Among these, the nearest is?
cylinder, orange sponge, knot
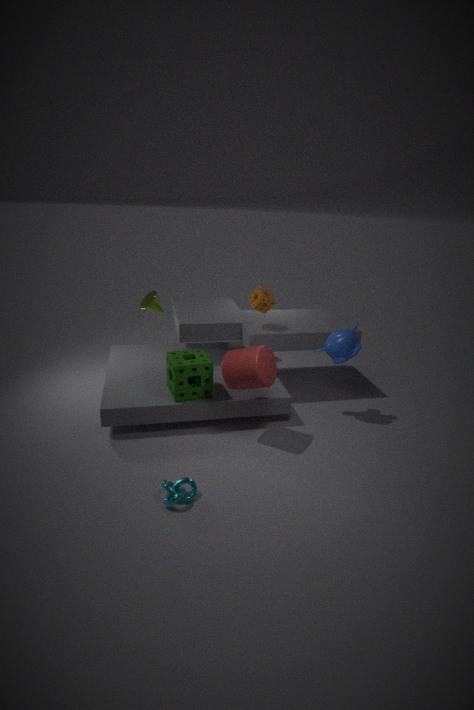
knot
